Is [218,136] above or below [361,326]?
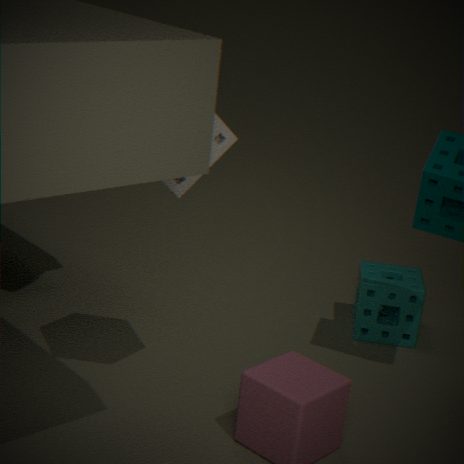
above
